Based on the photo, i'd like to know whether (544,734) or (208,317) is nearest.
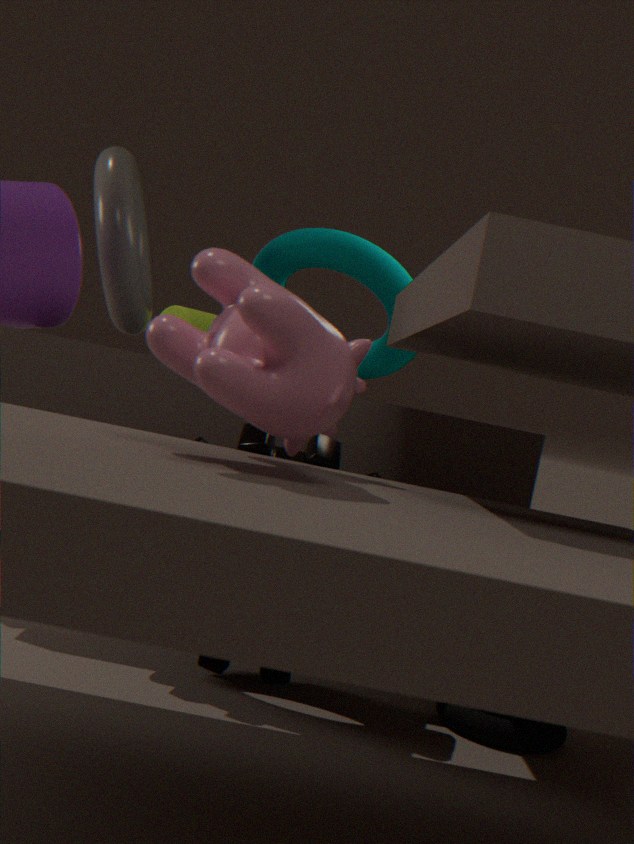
(544,734)
